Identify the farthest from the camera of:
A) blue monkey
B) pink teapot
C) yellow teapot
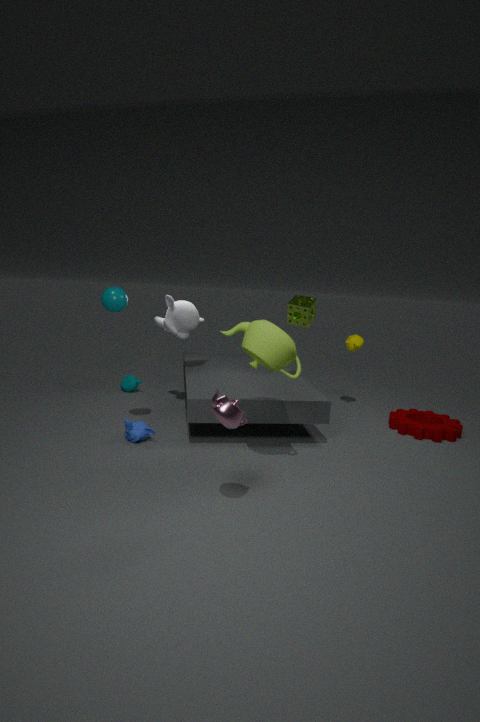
yellow teapot
